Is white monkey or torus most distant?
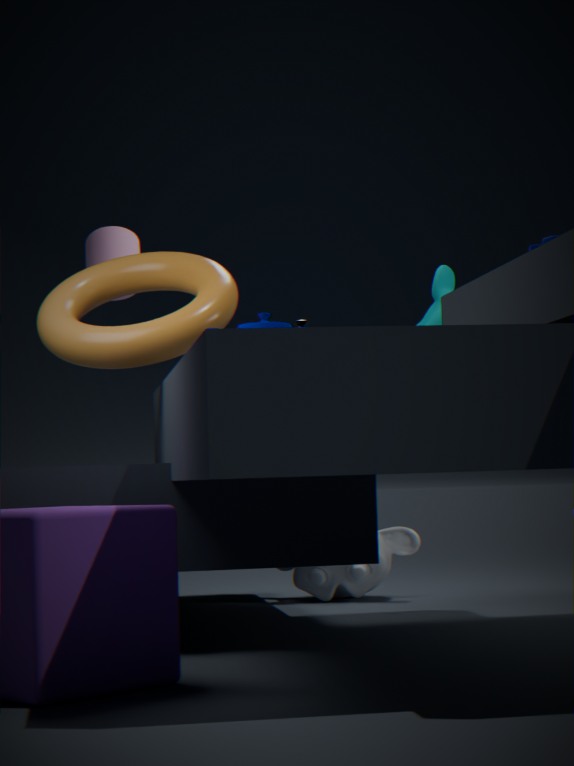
white monkey
